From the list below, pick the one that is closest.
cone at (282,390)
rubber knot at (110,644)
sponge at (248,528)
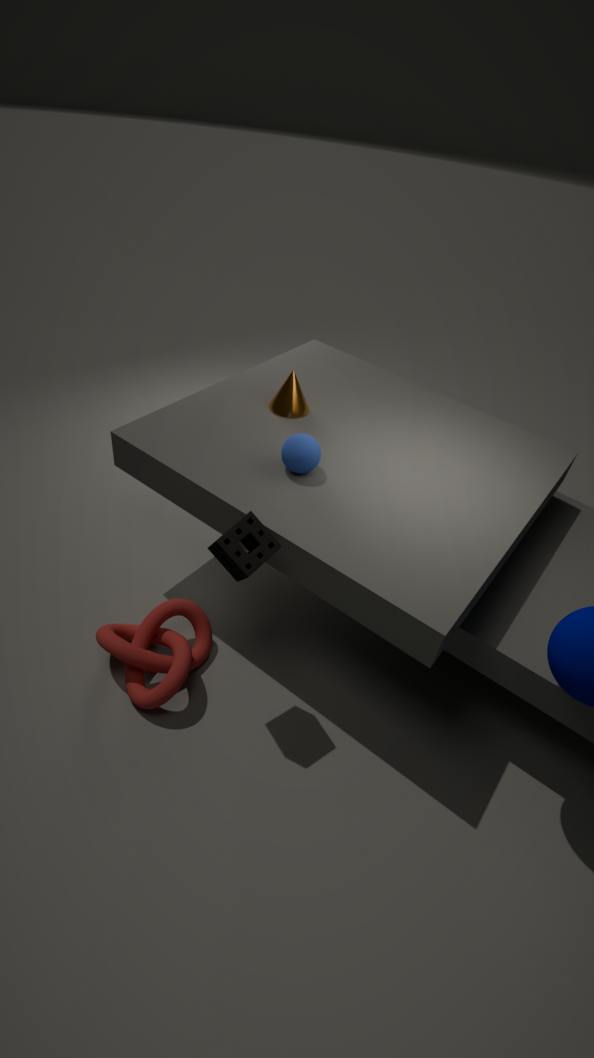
sponge at (248,528)
